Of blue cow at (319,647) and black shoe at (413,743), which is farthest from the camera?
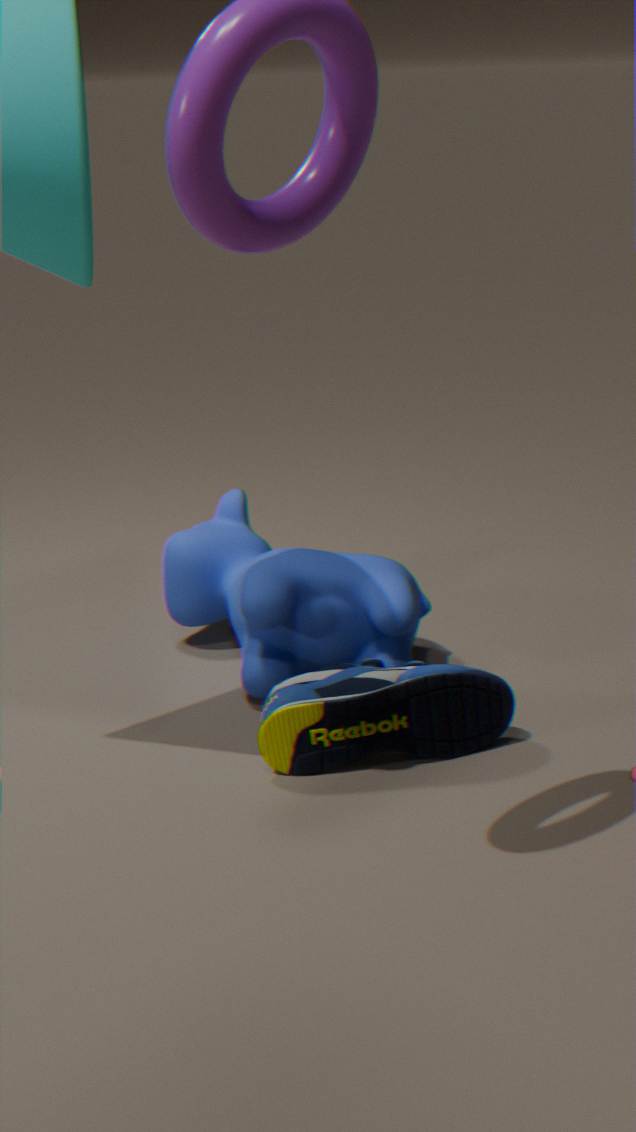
blue cow at (319,647)
